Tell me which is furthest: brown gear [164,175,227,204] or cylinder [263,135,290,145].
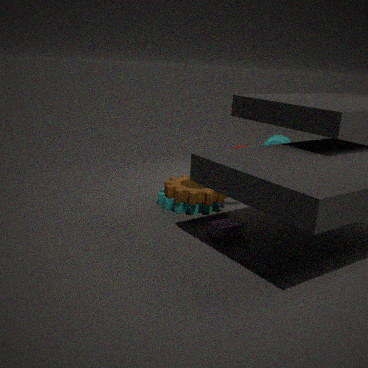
cylinder [263,135,290,145]
